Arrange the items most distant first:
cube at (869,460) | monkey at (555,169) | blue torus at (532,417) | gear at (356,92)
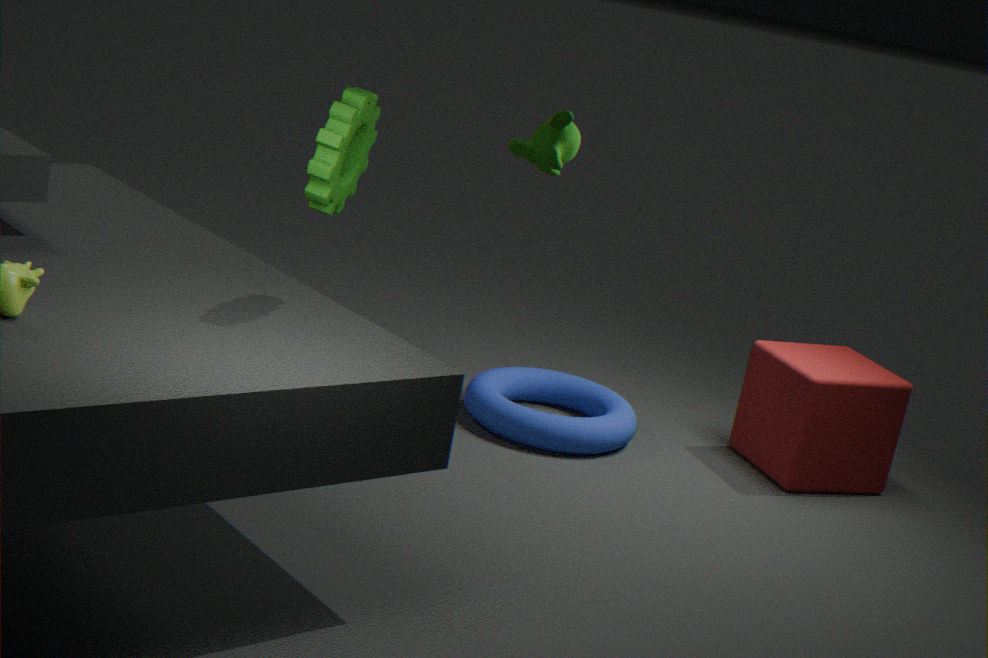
1. cube at (869,460)
2. blue torus at (532,417)
3. monkey at (555,169)
4. gear at (356,92)
